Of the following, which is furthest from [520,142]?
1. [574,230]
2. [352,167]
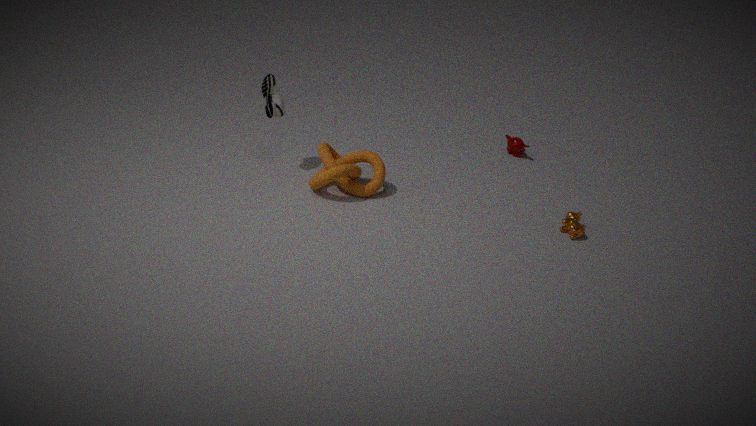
[352,167]
